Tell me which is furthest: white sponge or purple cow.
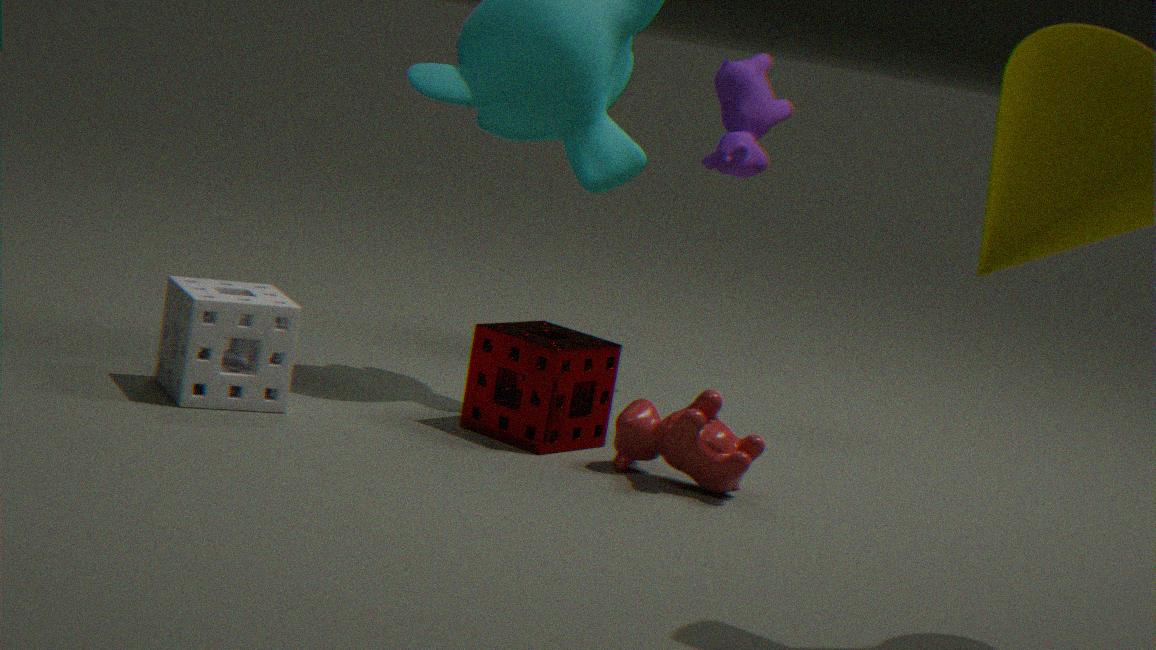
purple cow
